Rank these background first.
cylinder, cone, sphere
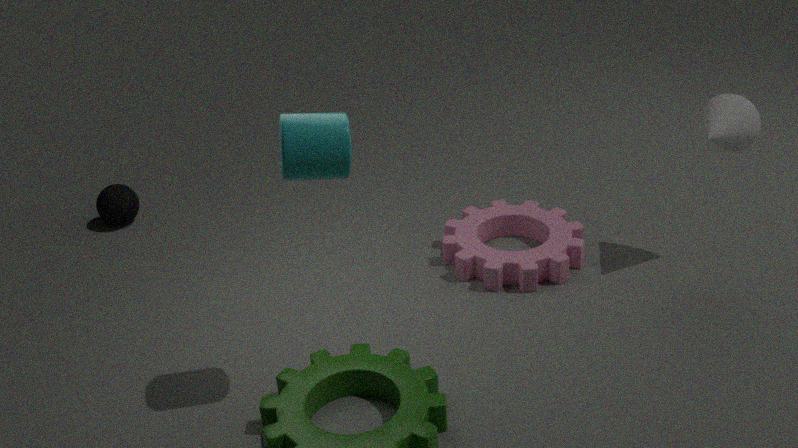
sphere
cone
cylinder
